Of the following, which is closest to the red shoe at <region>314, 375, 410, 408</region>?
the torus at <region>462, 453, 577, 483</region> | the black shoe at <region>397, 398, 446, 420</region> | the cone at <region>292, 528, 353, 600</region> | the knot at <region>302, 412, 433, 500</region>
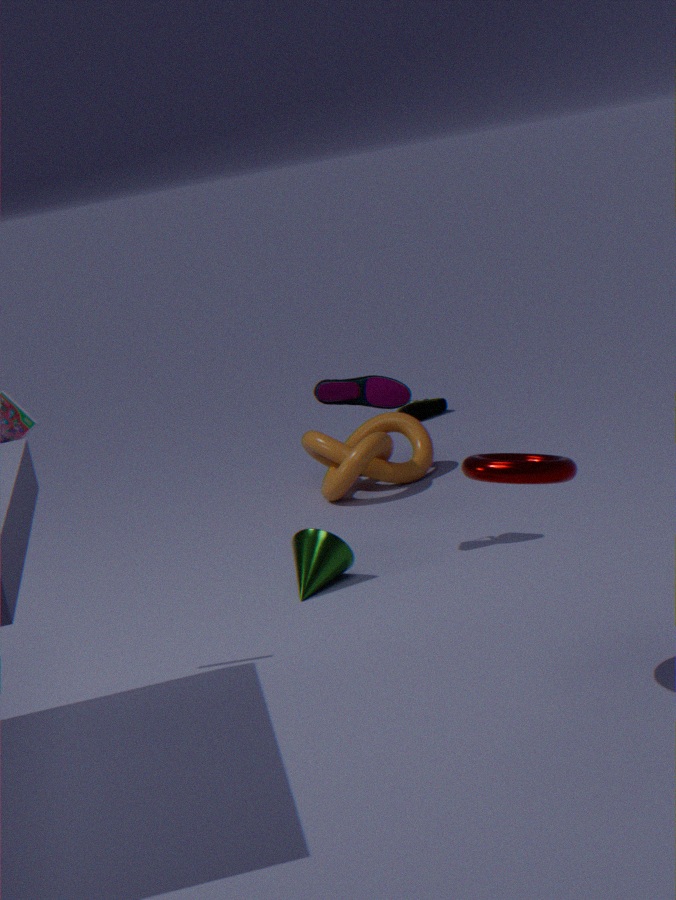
the cone at <region>292, 528, 353, 600</region>
